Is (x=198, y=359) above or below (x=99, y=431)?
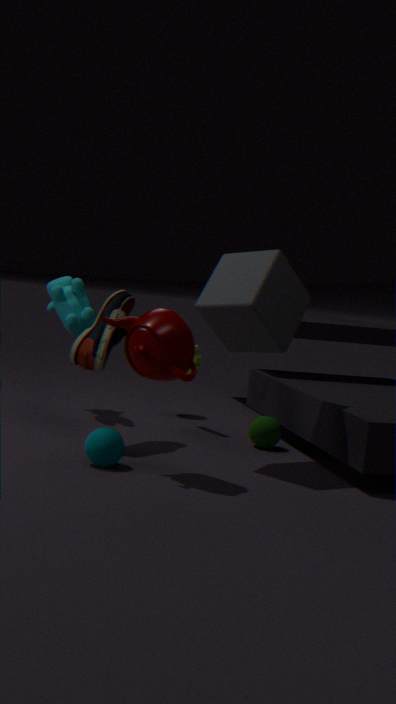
above
